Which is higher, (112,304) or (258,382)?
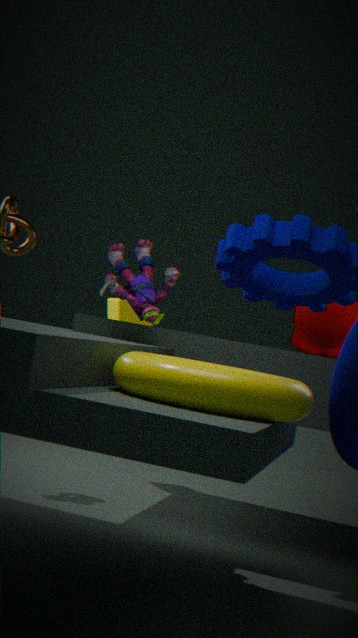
(112,304)
